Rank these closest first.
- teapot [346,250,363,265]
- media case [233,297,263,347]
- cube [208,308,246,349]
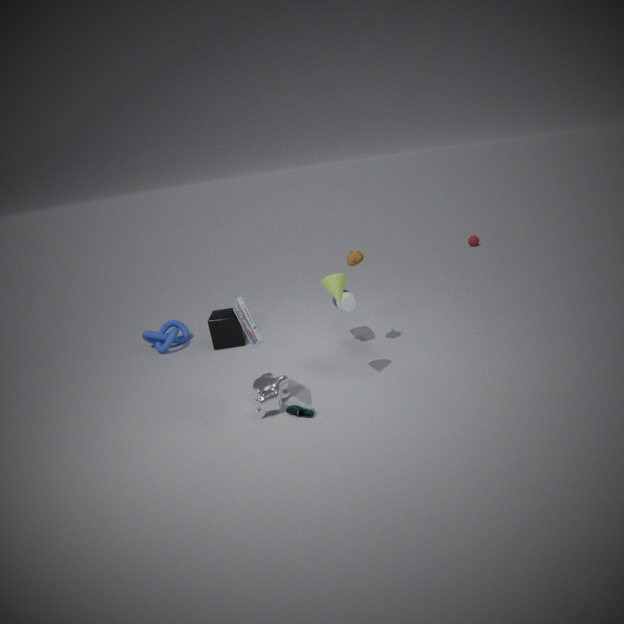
media case [233,297,263,347], teapot [346,250,363,265], cube [208,308,246,349]
